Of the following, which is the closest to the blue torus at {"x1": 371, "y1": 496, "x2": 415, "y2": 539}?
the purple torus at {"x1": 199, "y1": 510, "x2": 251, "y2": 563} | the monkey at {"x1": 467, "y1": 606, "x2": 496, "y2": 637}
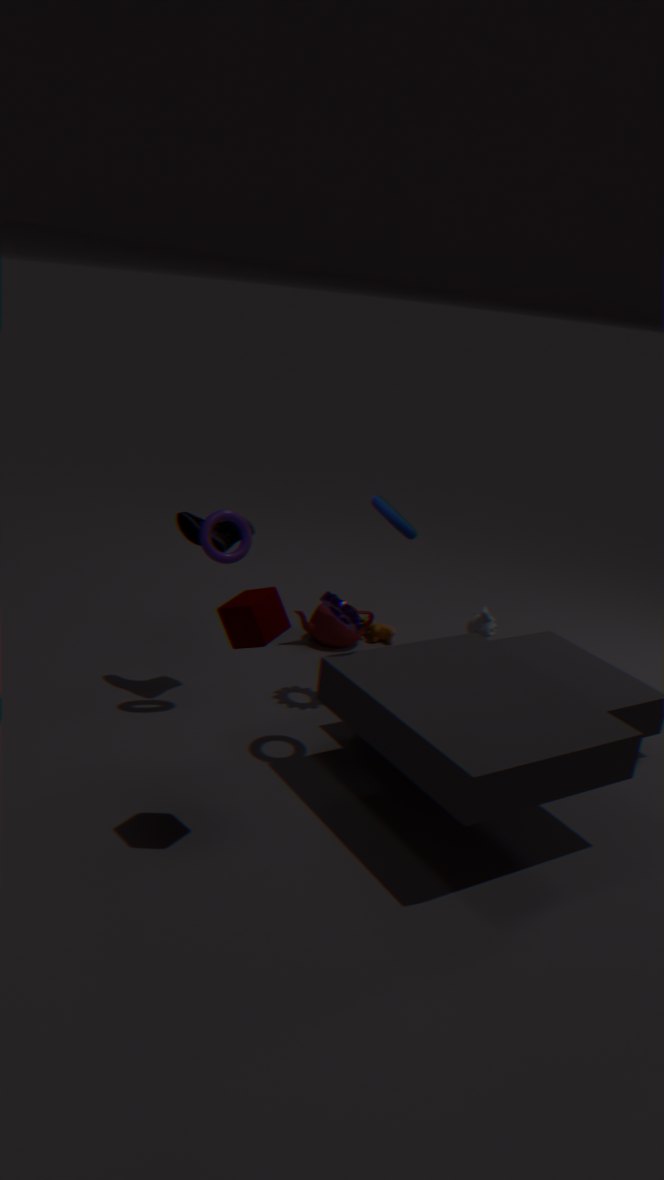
the purple torus at {"x1": 199, "y1": 510, "x2": 251, "y2": 563}
